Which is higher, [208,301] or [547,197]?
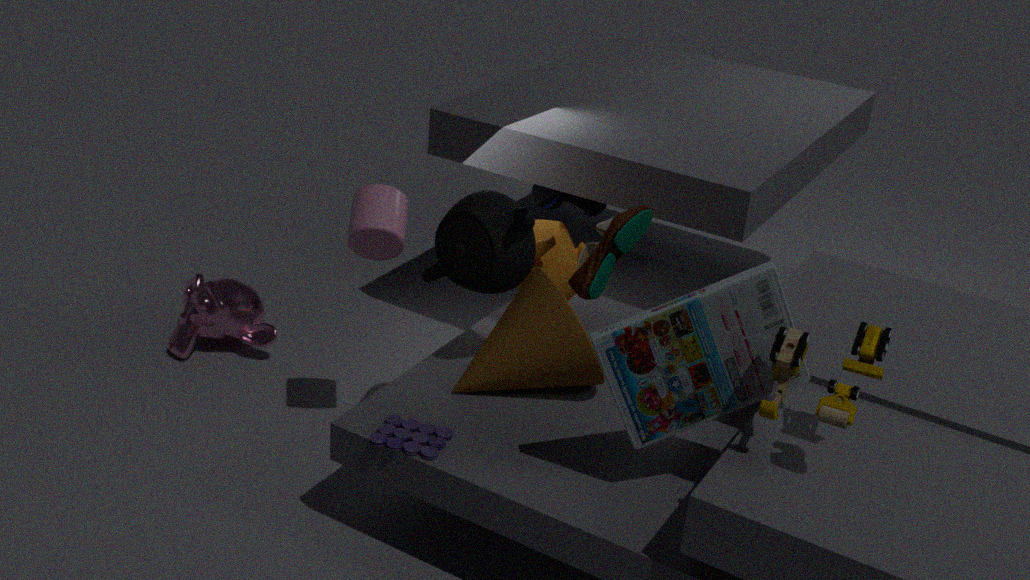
[547,197]
